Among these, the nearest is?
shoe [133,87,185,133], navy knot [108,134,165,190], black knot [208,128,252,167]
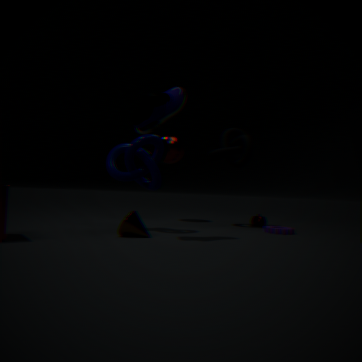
shoe [133,87,185,133]
